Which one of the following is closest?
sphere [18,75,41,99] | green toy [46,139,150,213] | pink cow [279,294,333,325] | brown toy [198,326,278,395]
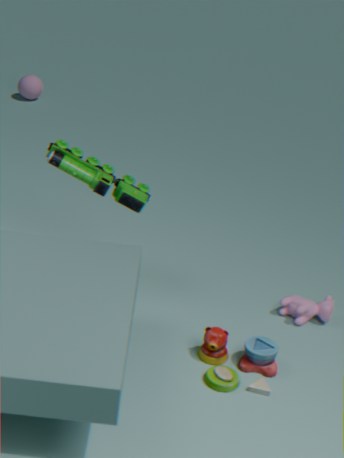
brown toy [198,326,278,395]
